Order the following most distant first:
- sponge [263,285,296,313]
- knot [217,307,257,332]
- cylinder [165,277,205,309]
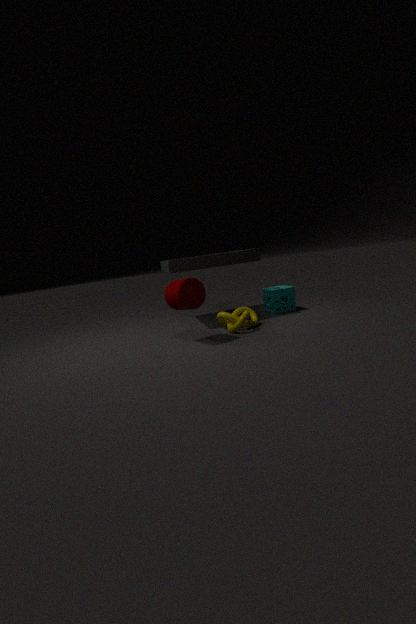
sponge [263,285,296,313] → knot [217,307,257,332] → cylinder [165,277,205,309]
